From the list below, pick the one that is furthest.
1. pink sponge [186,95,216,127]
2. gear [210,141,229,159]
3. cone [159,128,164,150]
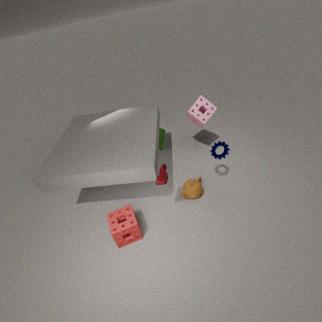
cone [159,128,164,150]
